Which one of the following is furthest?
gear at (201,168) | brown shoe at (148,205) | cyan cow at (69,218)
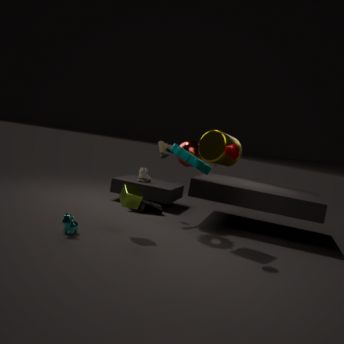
brown shoe at (148,205)
